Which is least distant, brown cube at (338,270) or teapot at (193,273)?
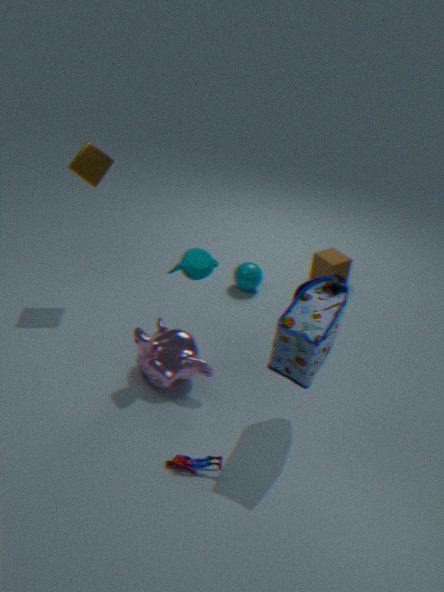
teapot at (193,273)
